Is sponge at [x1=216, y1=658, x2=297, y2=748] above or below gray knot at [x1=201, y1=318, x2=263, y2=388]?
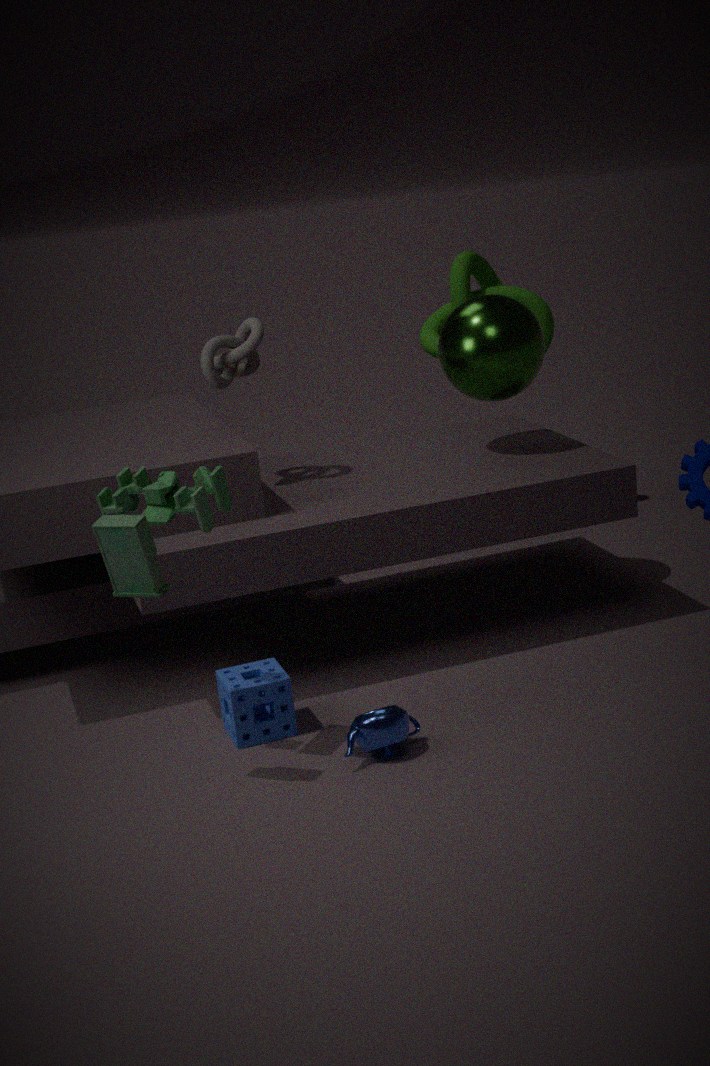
below
